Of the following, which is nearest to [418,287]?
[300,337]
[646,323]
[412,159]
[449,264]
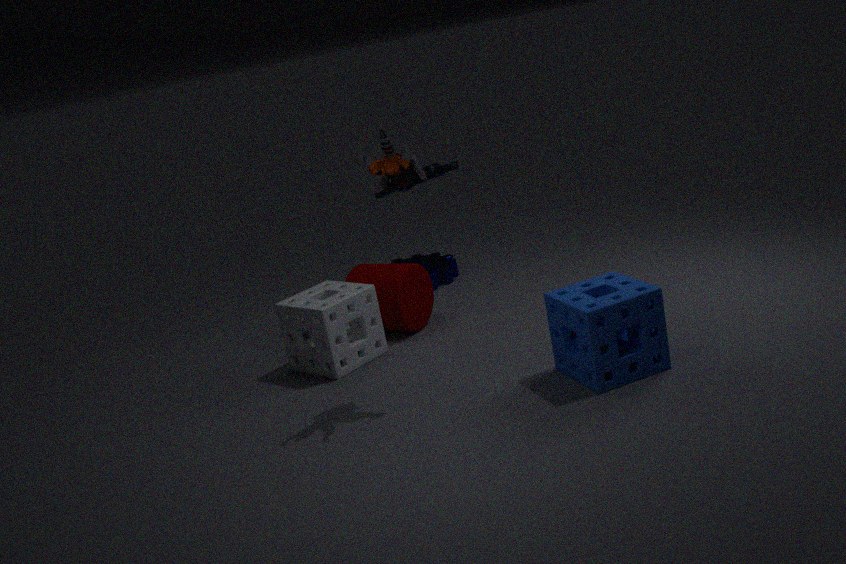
[300,337]
